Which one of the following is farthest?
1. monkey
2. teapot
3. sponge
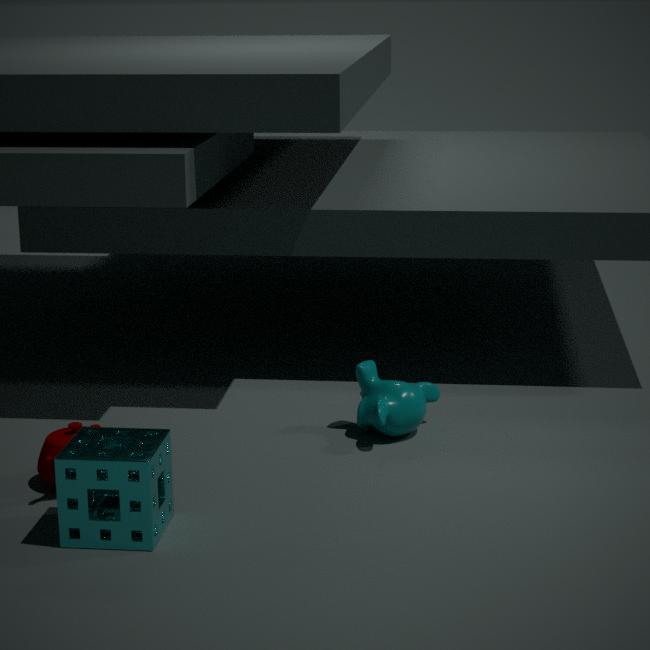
monkey
